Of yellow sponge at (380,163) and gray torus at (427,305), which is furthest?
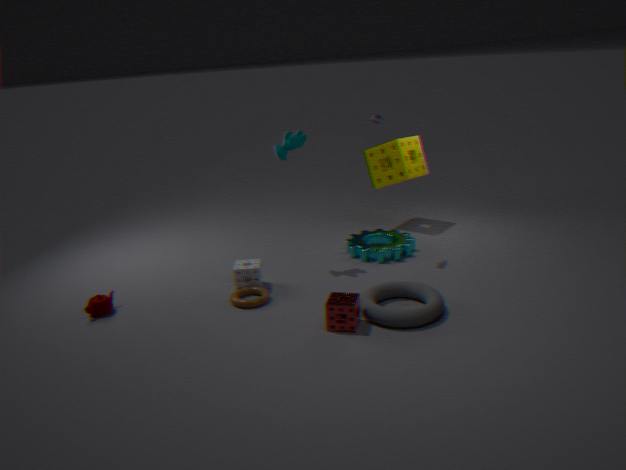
yellow sponge at (380,163)
